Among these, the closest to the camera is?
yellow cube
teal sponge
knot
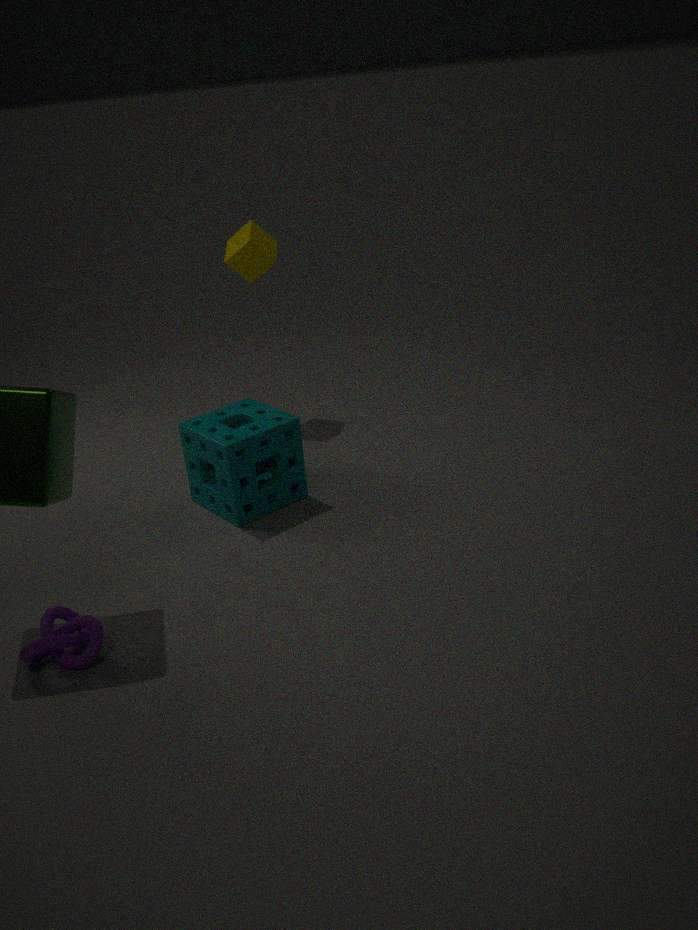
knot
